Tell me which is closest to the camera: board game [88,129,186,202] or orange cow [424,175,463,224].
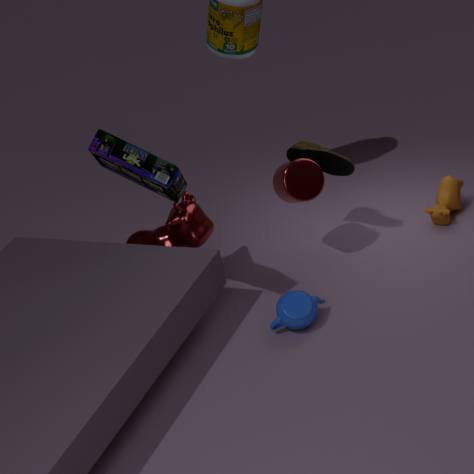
board game [88,129,186,202]
